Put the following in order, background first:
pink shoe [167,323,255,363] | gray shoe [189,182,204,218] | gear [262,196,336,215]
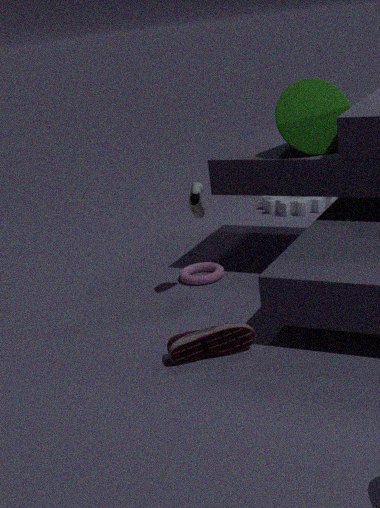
gear [262,196,336,215] < gray shoe [189,182,204,218] < pink shoe [167,323,255,363]
